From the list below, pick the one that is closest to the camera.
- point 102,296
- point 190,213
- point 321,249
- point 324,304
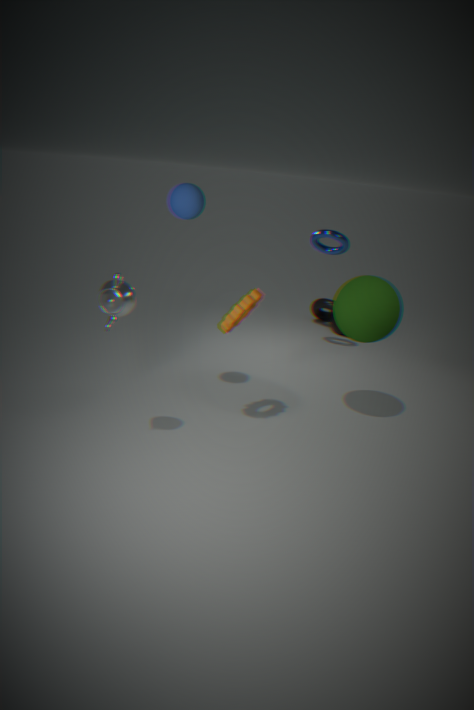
point 102,296
